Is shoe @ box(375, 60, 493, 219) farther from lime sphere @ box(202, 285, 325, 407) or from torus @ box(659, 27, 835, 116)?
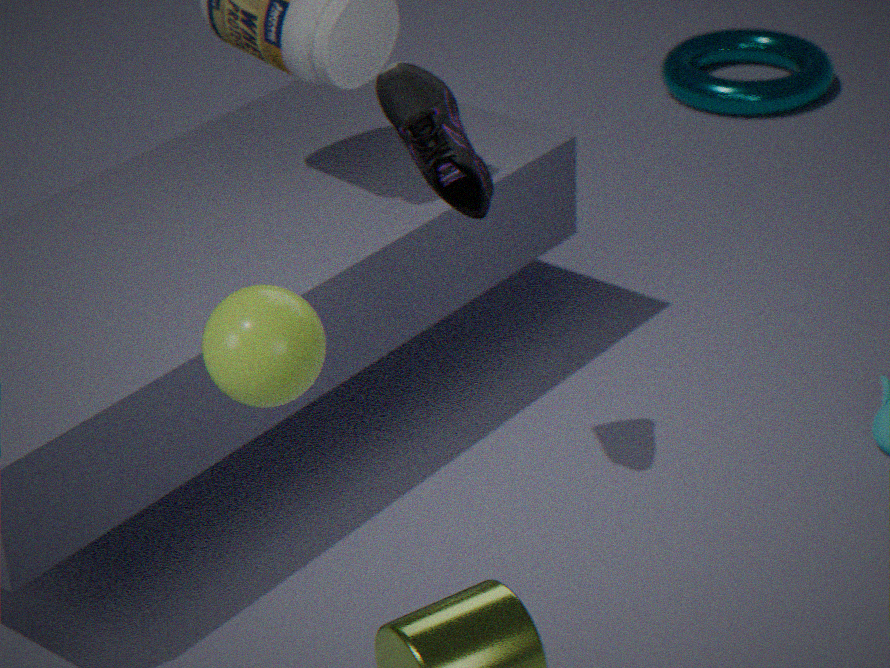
torus @ box(659, 27, 835, 116)
